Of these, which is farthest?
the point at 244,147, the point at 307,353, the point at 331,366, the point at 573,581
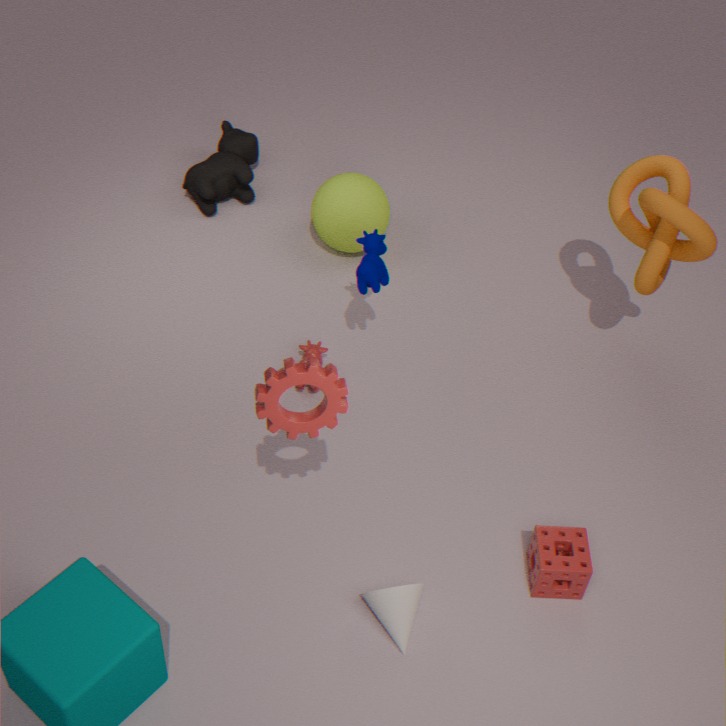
the point at 244,147
